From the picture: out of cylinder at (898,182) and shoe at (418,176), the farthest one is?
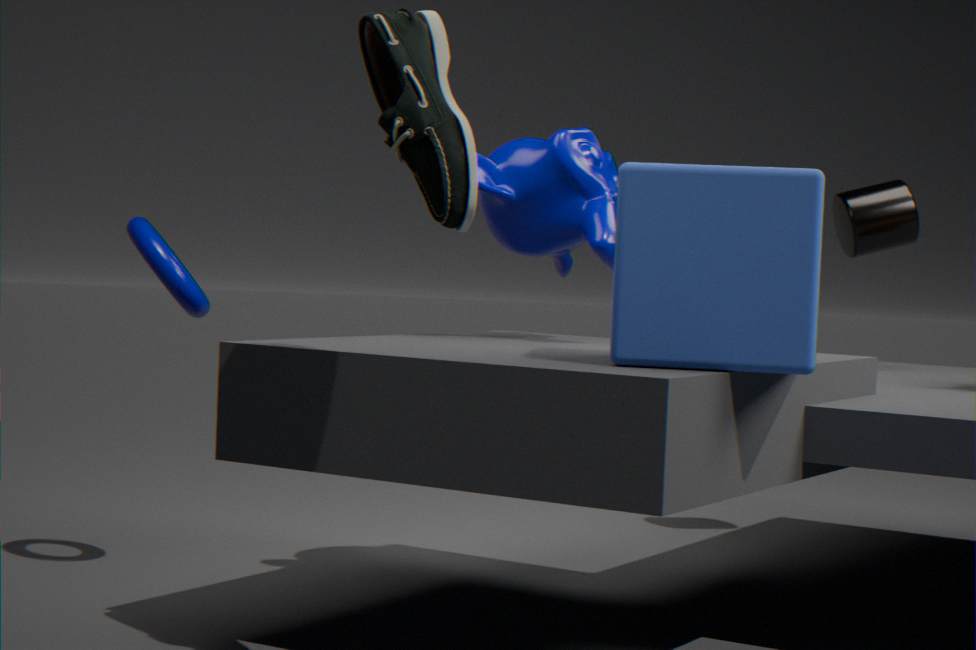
cylinder at (898,182)
